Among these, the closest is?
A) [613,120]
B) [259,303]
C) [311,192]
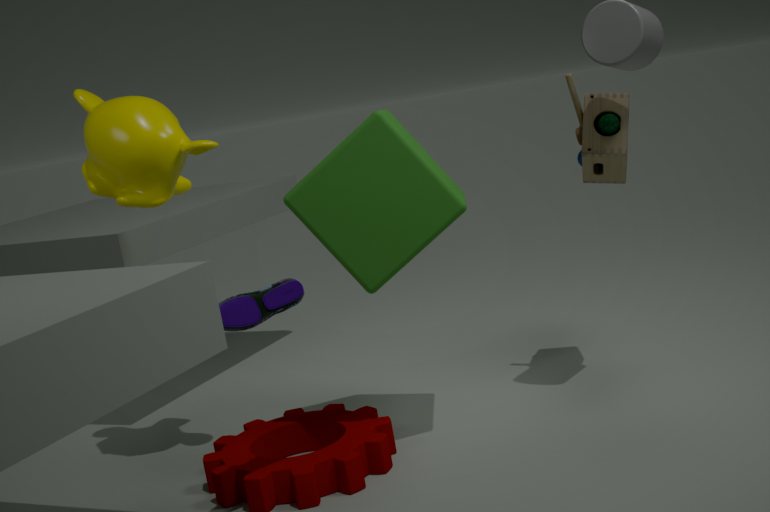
[259,303]
